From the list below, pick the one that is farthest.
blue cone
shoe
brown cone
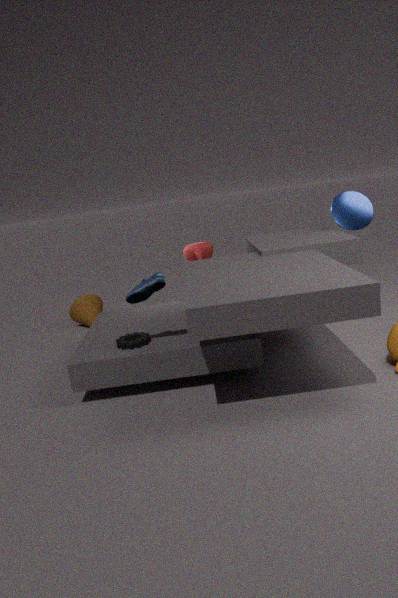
brown cone
